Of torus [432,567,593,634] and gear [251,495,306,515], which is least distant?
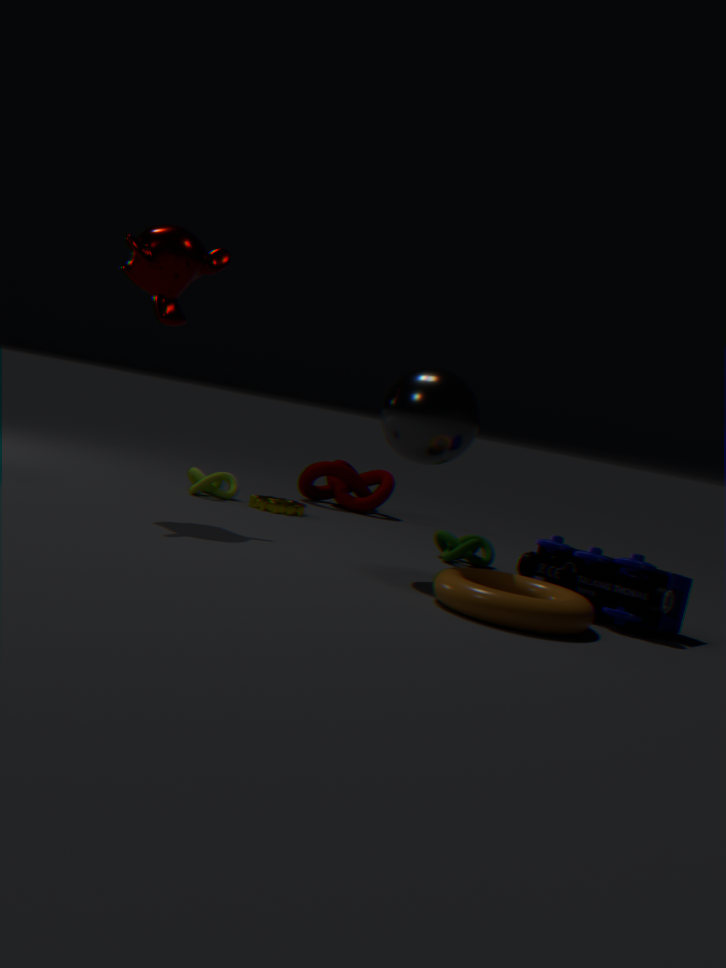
torus [432,567,593,634]
